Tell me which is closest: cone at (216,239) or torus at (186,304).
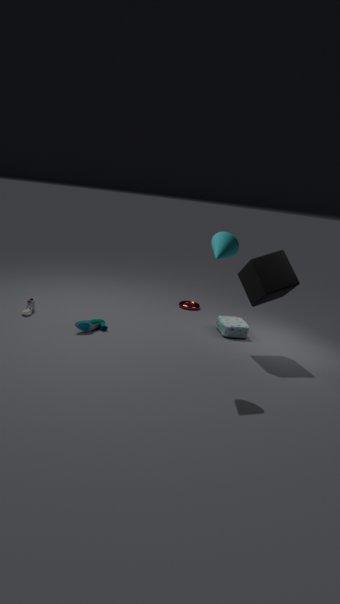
cone at (216,239)
